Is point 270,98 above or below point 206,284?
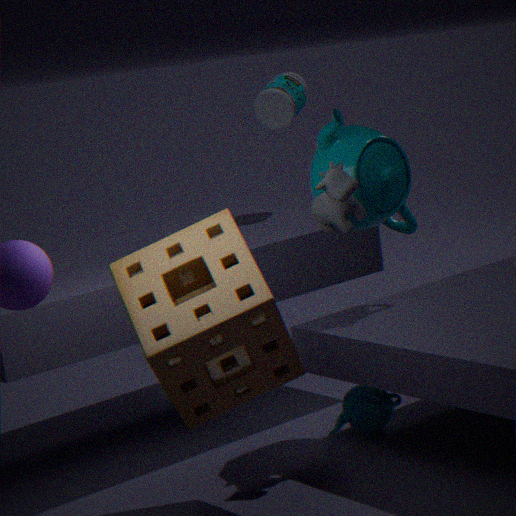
above
